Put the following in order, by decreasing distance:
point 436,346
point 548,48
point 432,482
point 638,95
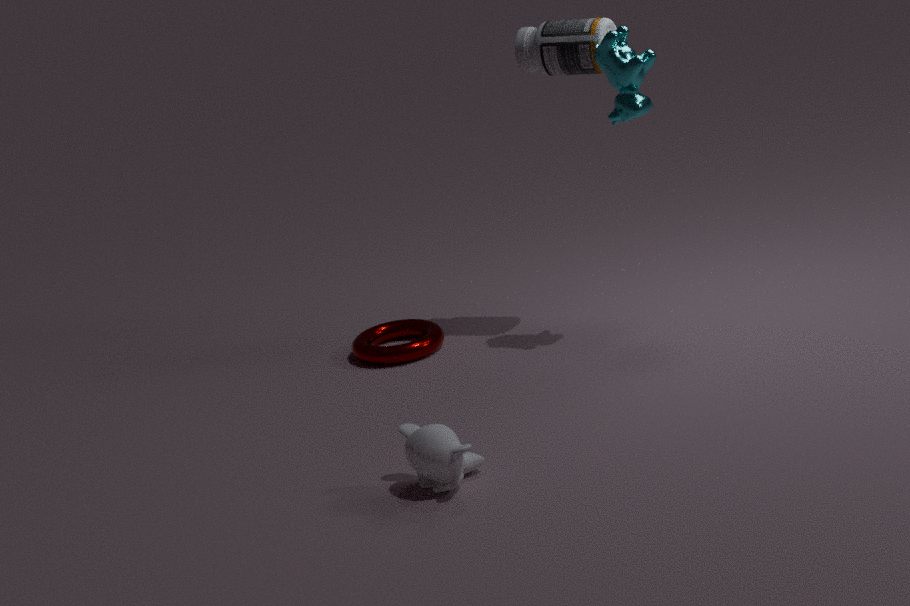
point 436,346 → point 548,48 → point 638,95 → point 432,482
